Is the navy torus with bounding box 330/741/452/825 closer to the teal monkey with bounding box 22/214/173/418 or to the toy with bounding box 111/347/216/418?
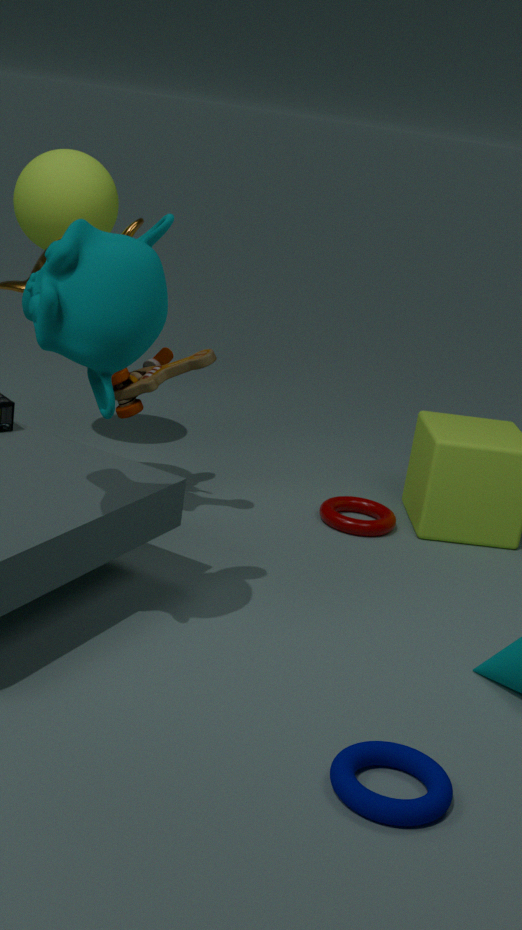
the teal monkey with bounding box 22/214/173/418
